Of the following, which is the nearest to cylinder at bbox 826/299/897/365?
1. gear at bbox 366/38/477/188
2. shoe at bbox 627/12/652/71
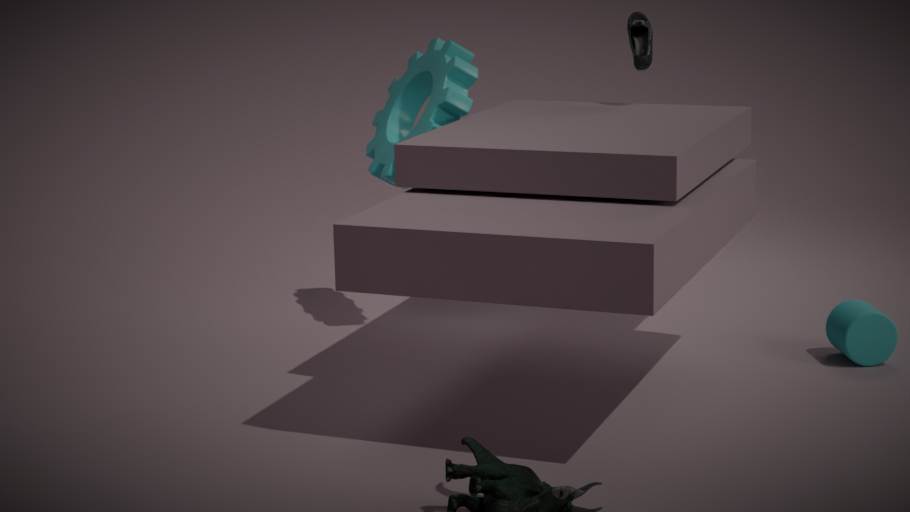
shoe at bbox 627/12/652/71
